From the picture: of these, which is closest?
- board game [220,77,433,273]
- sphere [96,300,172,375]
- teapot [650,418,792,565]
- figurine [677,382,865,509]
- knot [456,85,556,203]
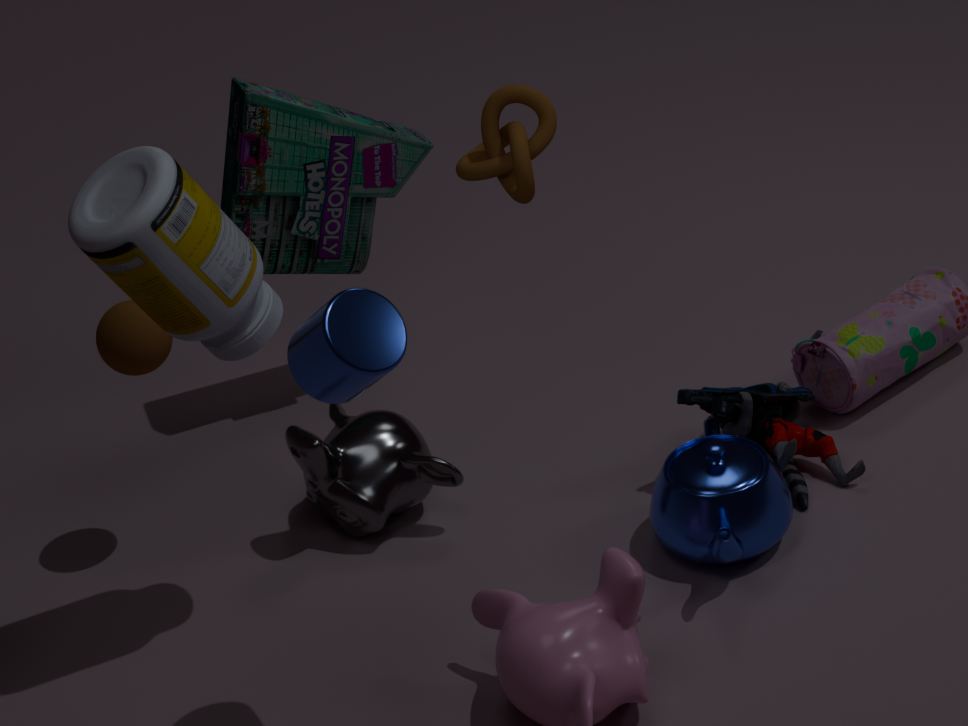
knot [456,85,556,203]
